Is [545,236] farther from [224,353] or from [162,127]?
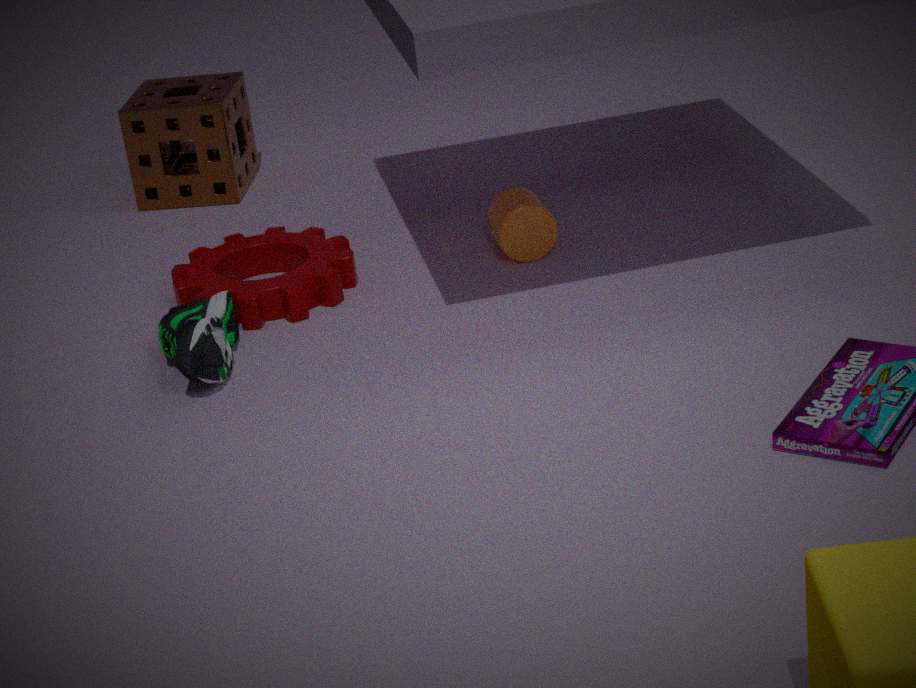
[162,127]
